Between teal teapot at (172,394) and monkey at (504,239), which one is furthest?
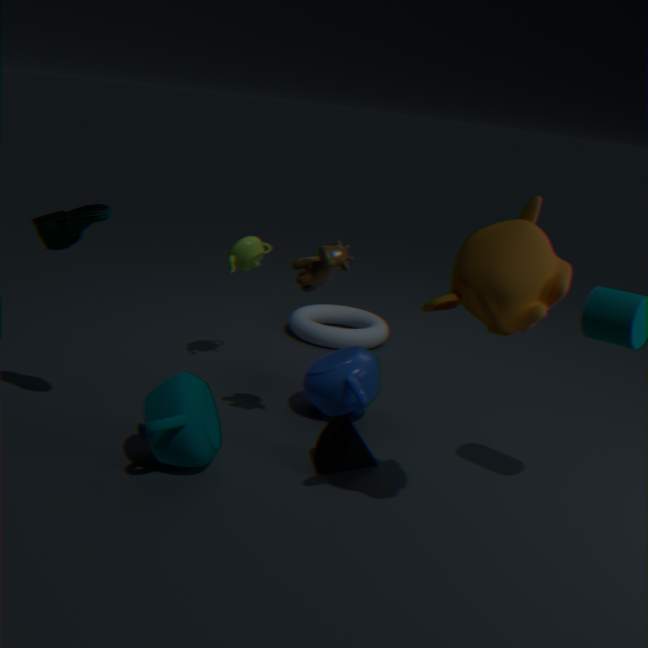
teal teapot at (172,394)
